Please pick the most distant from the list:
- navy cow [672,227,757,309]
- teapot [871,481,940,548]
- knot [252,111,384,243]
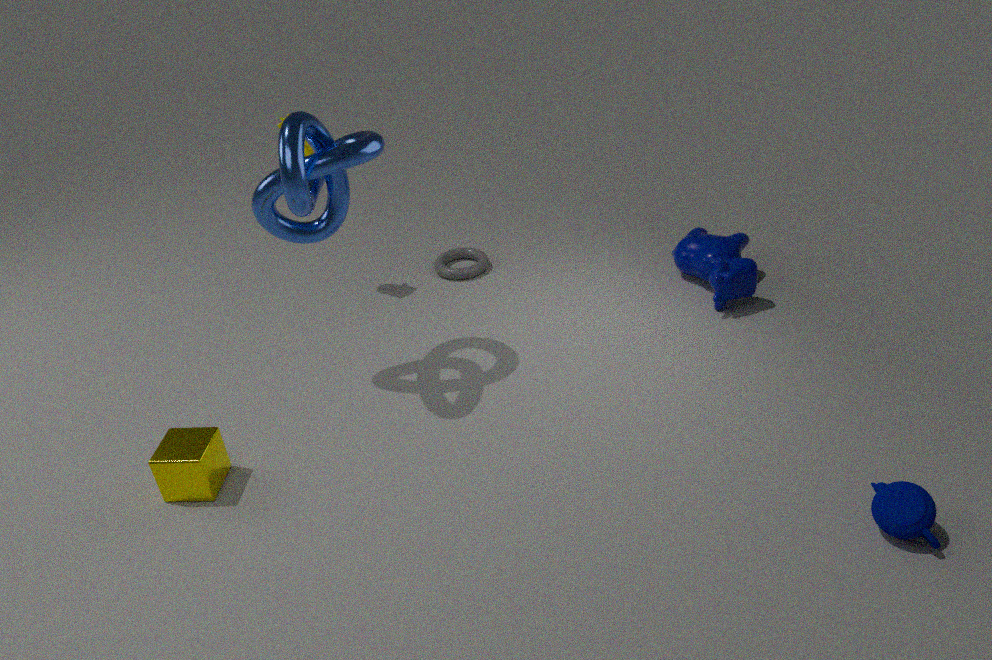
navy cow [672,227,757,309]
